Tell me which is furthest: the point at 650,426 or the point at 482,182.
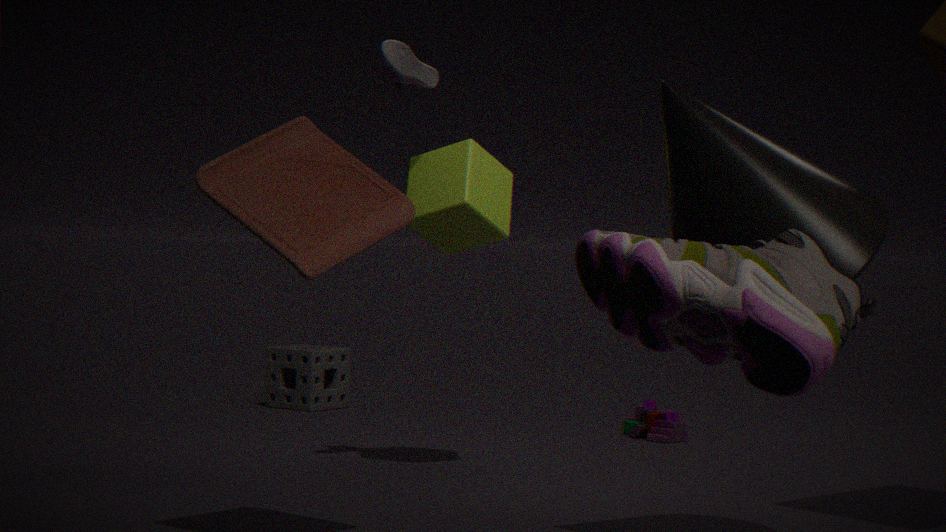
the point at 650,426
